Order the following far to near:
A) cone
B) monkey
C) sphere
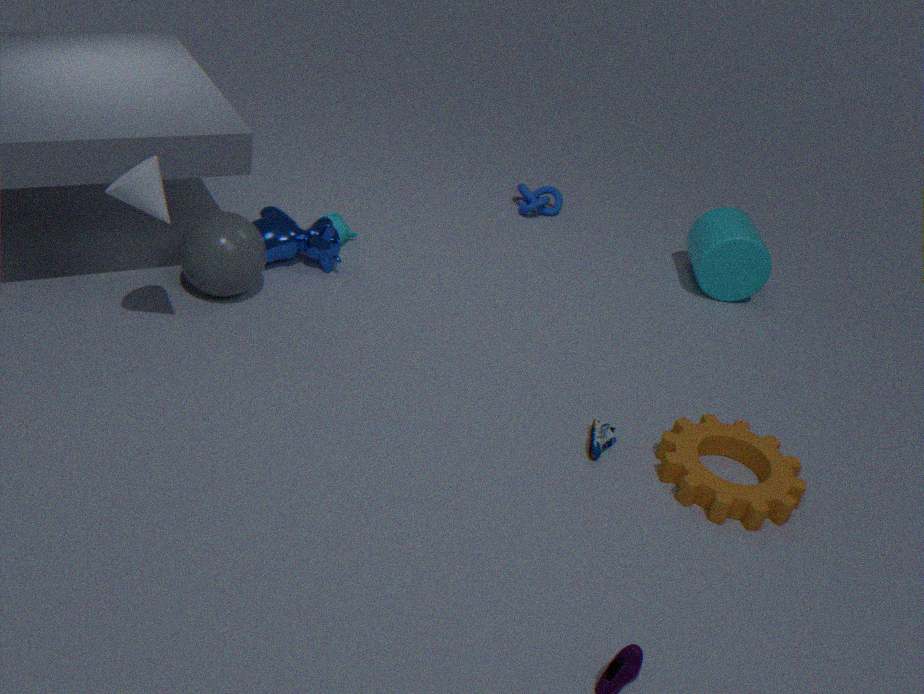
monkey → sphere → cone
